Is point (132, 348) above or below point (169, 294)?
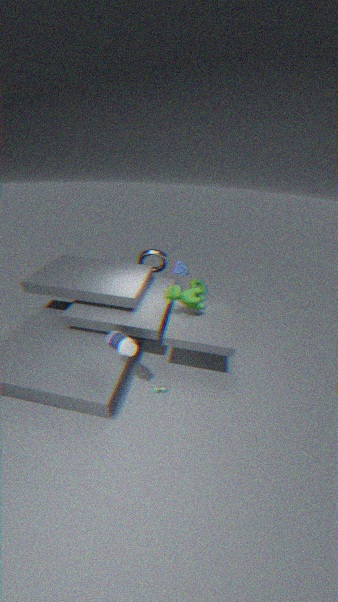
below
